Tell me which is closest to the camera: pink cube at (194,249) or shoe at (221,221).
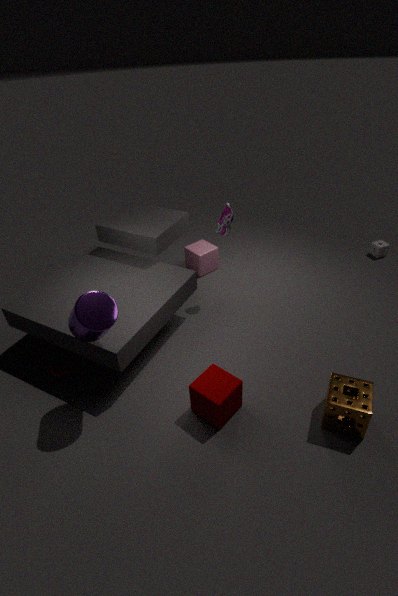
shoe at (221,221)
